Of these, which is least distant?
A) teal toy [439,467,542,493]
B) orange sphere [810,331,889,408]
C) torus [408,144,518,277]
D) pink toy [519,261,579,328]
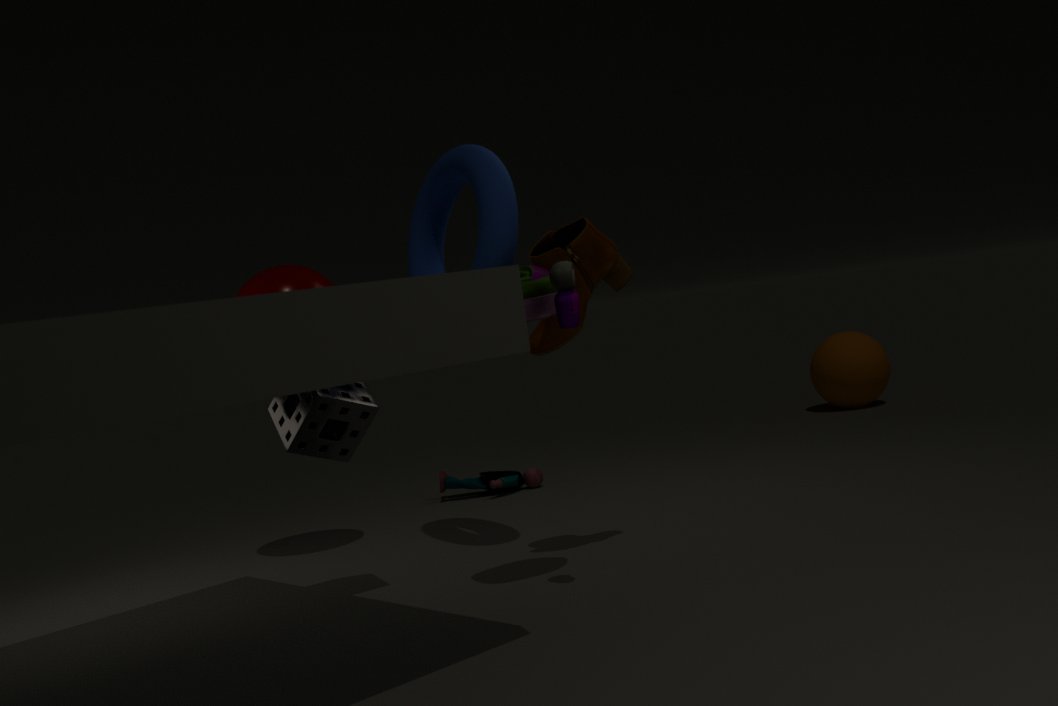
pink toy [519,261,579,328]
